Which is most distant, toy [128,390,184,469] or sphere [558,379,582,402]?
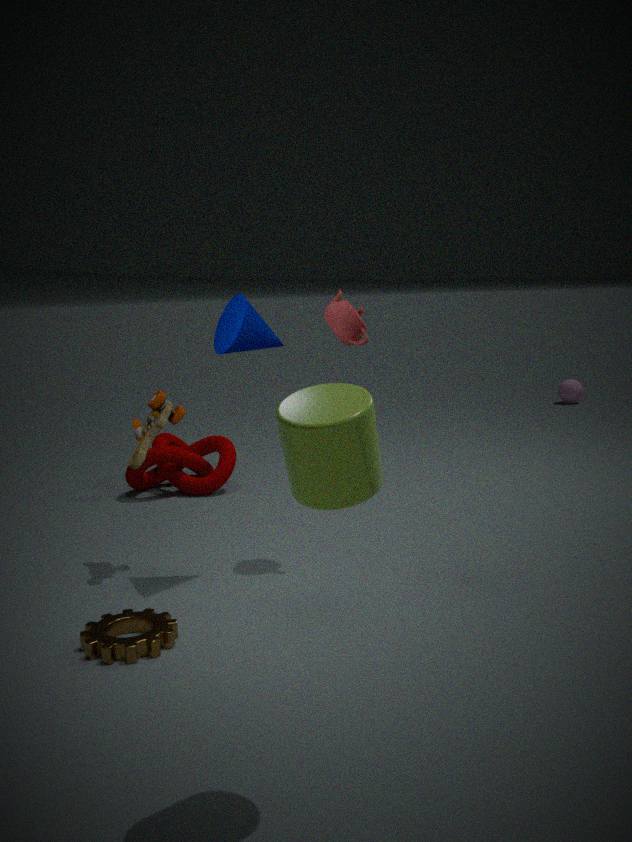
sphere [558,379,582,402]
